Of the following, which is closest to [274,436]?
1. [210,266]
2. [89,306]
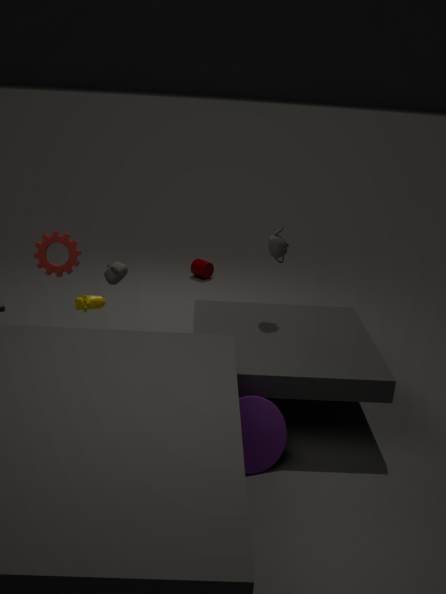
[89,306]
